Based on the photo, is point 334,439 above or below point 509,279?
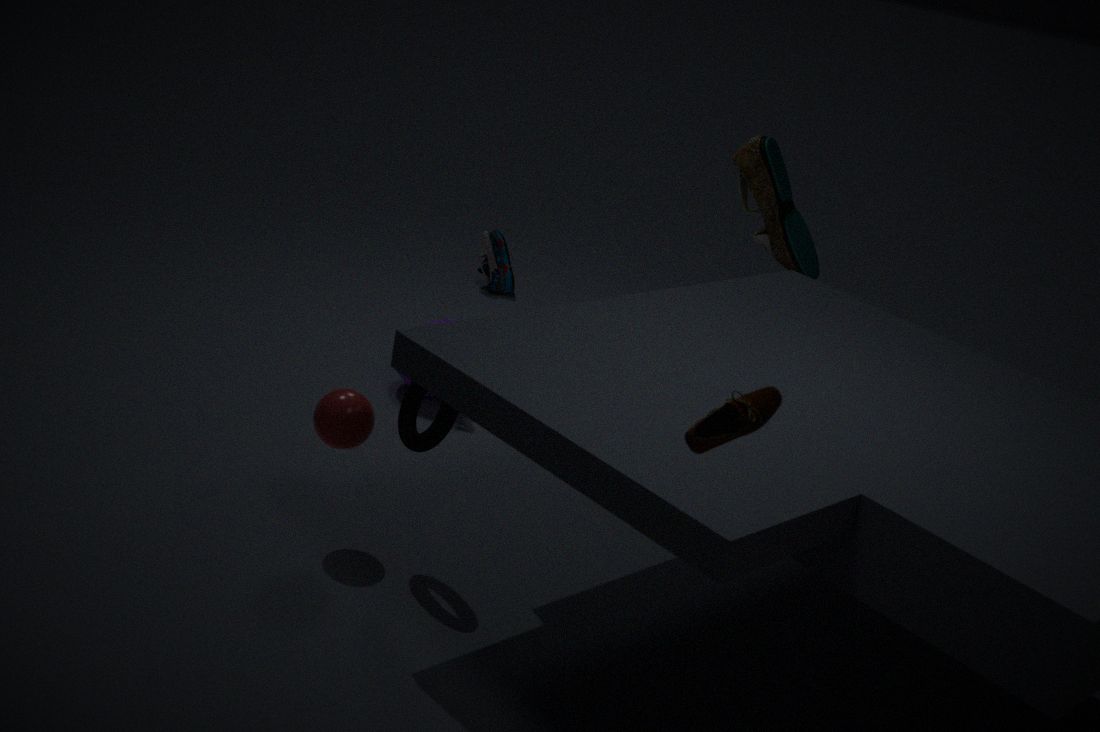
above
